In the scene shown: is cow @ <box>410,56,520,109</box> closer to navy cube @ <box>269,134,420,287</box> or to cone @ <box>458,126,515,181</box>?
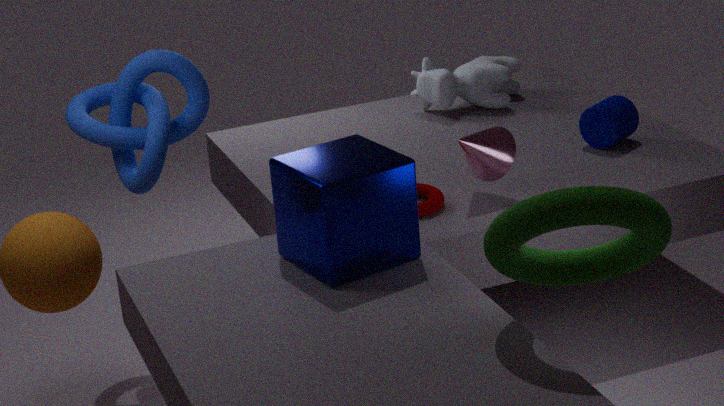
cone @ <box>458,126,515,181</box>
